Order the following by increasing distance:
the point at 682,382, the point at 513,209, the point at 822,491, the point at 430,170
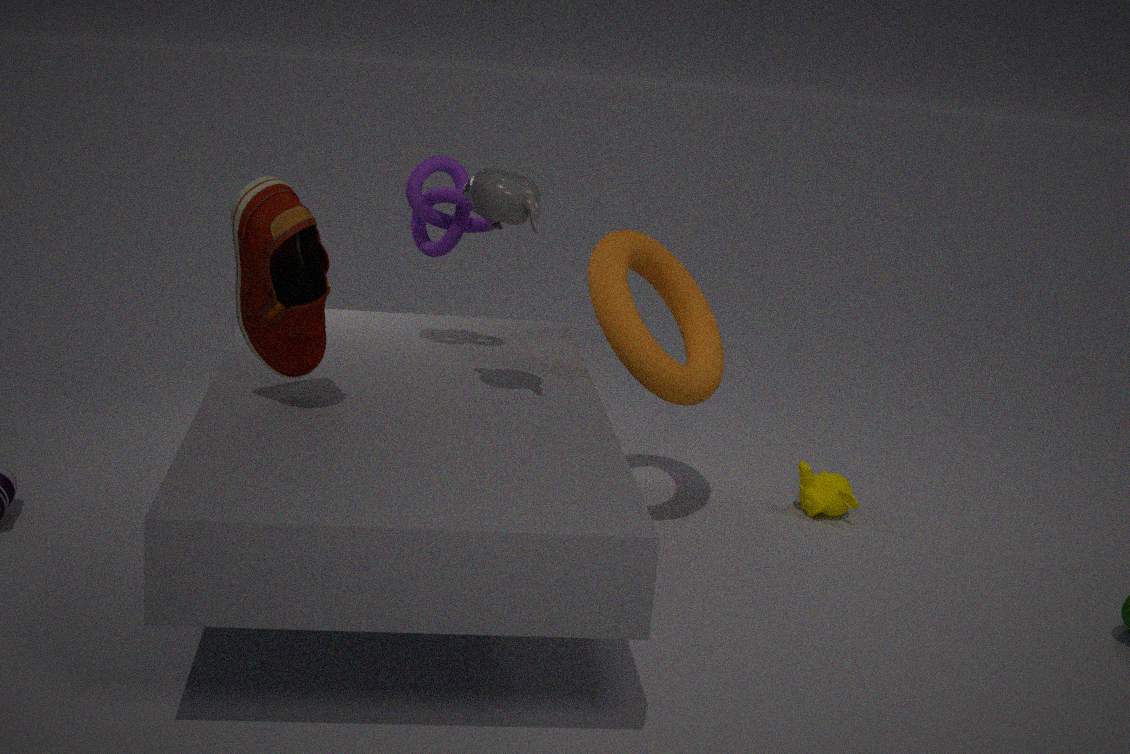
the point at 513,209 < the point at 430,170 < the point at 682,382 < the point at 822,491
